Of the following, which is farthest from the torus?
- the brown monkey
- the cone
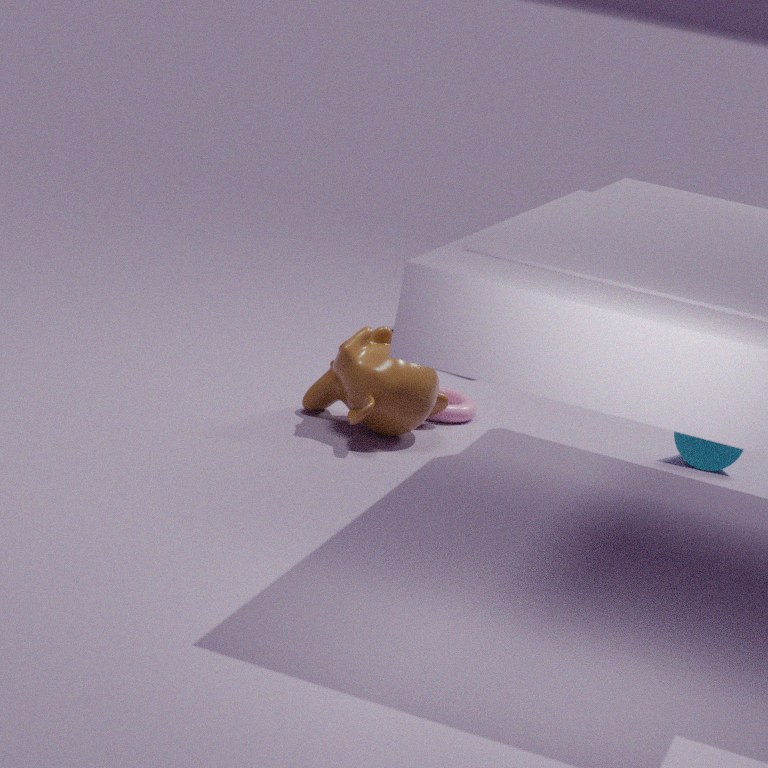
the cone
